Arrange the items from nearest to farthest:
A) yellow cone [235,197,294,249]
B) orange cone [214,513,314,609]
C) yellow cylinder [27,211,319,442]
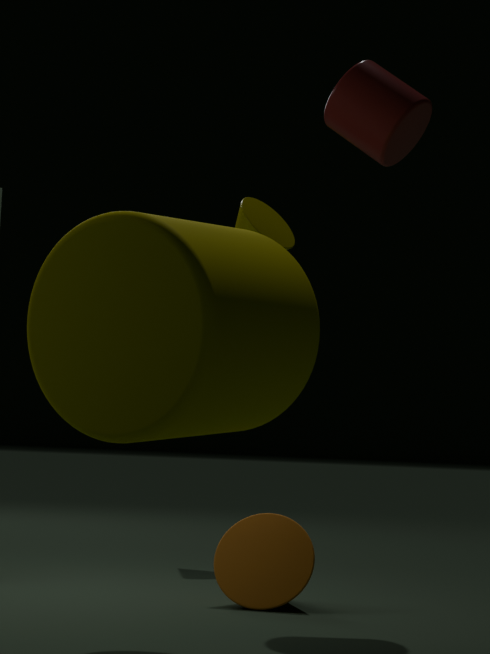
yellow cylinder [27,211,319,442] < orange cone [214,513,314,609] < yellow cone [235,197,294,249]
